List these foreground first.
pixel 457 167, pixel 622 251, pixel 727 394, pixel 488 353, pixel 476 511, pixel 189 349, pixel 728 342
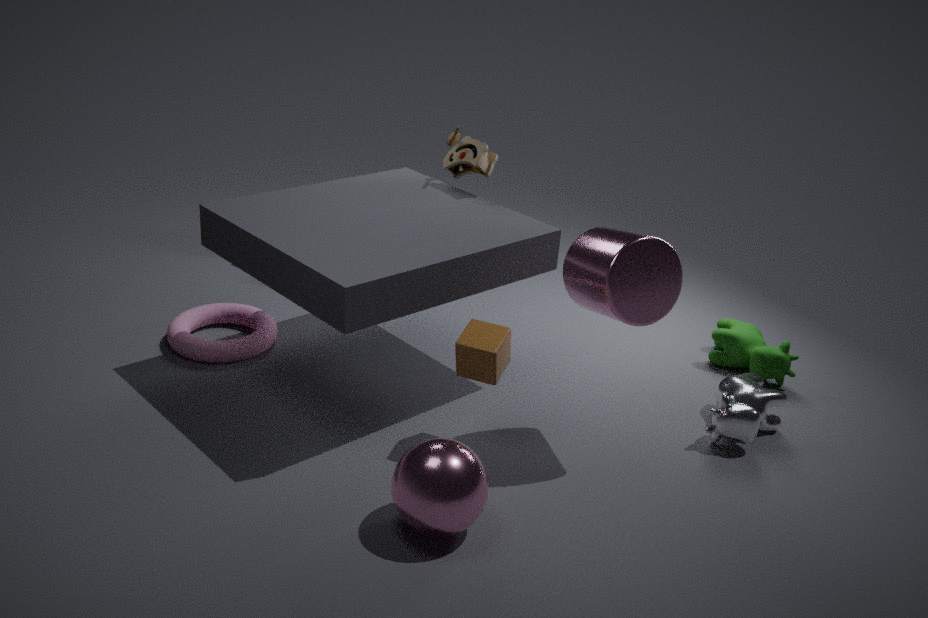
pixel 476 511
pixel 622 251
pixel 488 353
pixel 727 394
pixel 189 349
pixel 457 167
pixel 728 342
